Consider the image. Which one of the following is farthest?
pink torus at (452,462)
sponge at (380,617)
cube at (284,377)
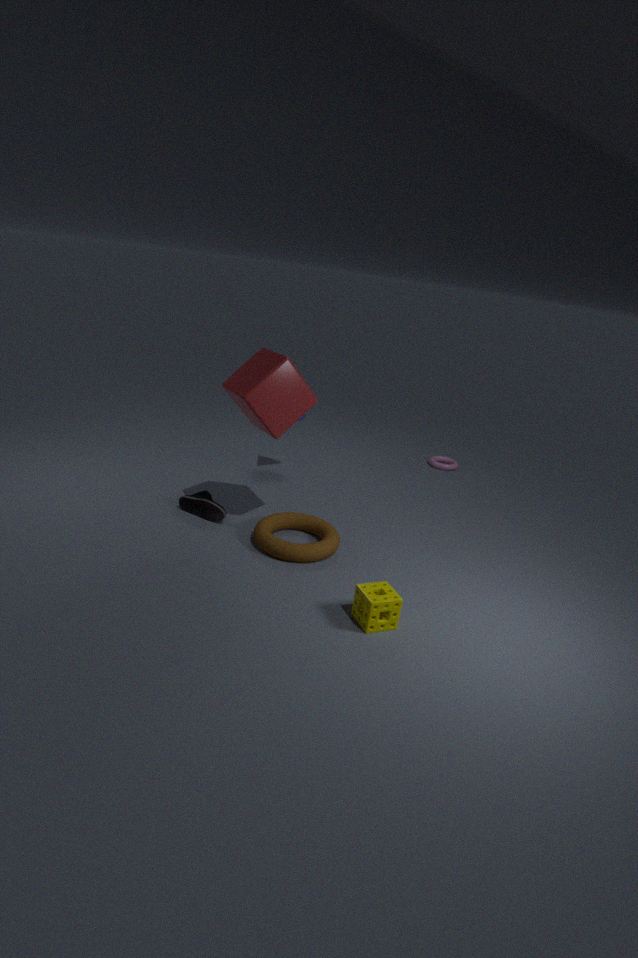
pink torus at (452,462)
